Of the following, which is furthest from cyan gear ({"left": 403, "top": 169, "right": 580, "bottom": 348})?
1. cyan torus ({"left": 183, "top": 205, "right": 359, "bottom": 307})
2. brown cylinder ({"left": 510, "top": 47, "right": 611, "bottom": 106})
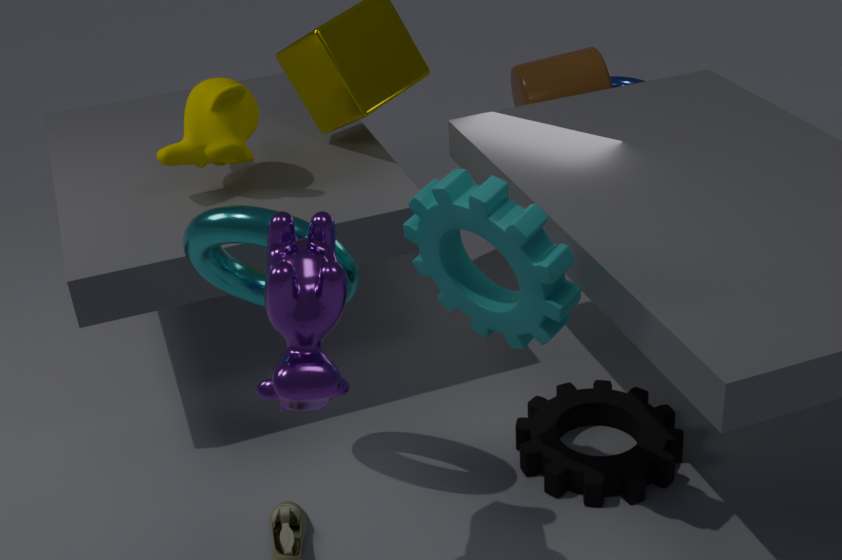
brown cylinder ({"left": 510, "top": 47, "right": 611, "bottom": 106})
